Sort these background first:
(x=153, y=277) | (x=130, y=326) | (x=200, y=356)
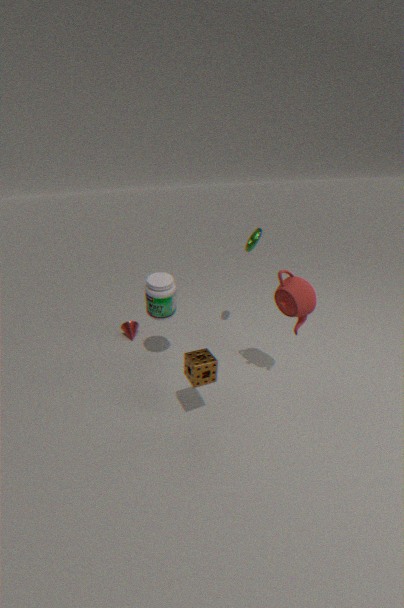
(x=130, y=326), (x=153, y=277), (x=200, y=356)
